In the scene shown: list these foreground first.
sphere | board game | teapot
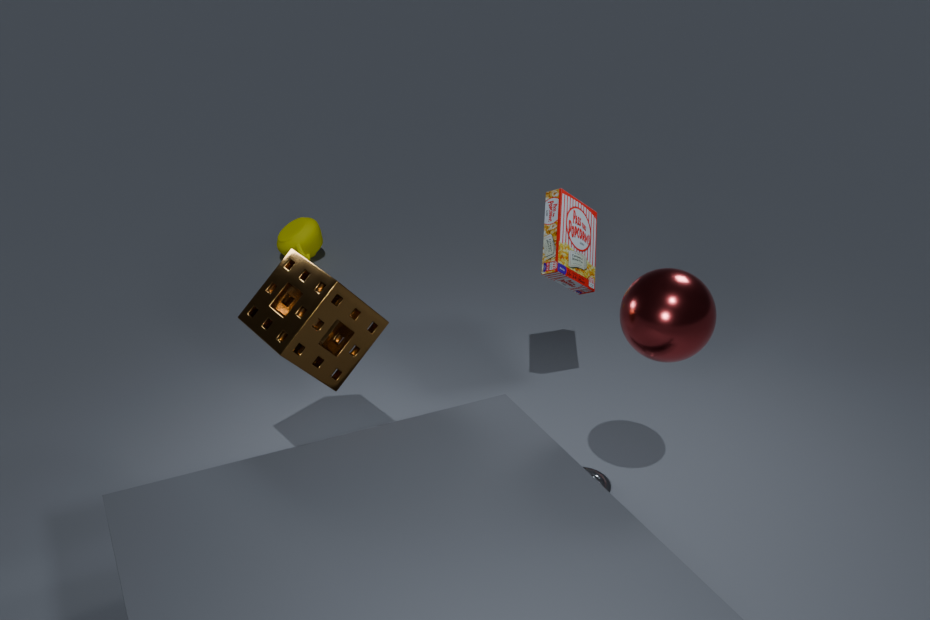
1. sphere
2. board game
3. teapot
